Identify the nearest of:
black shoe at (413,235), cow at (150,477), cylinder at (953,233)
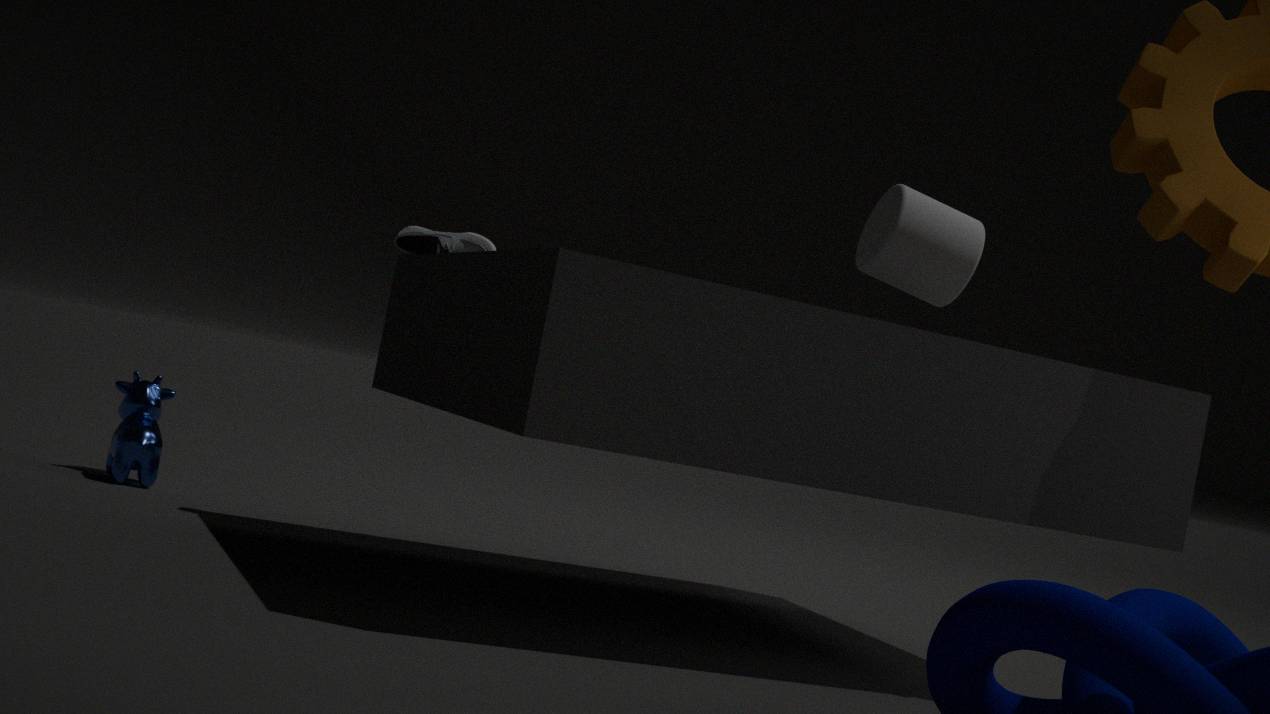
cylinder at (953,233)
